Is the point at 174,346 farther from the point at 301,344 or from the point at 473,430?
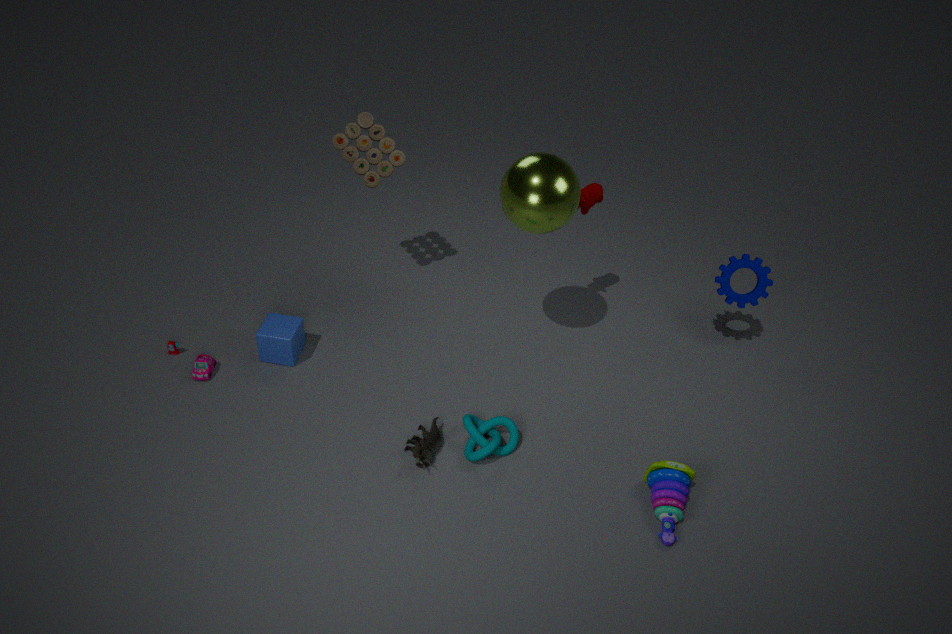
the point at 473,430
